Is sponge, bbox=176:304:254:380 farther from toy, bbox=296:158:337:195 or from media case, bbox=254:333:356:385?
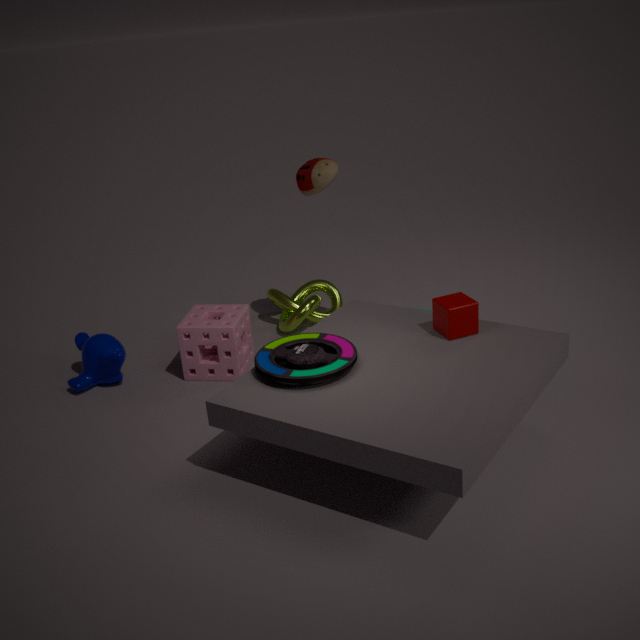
toy, bbox=296:158:337:195
